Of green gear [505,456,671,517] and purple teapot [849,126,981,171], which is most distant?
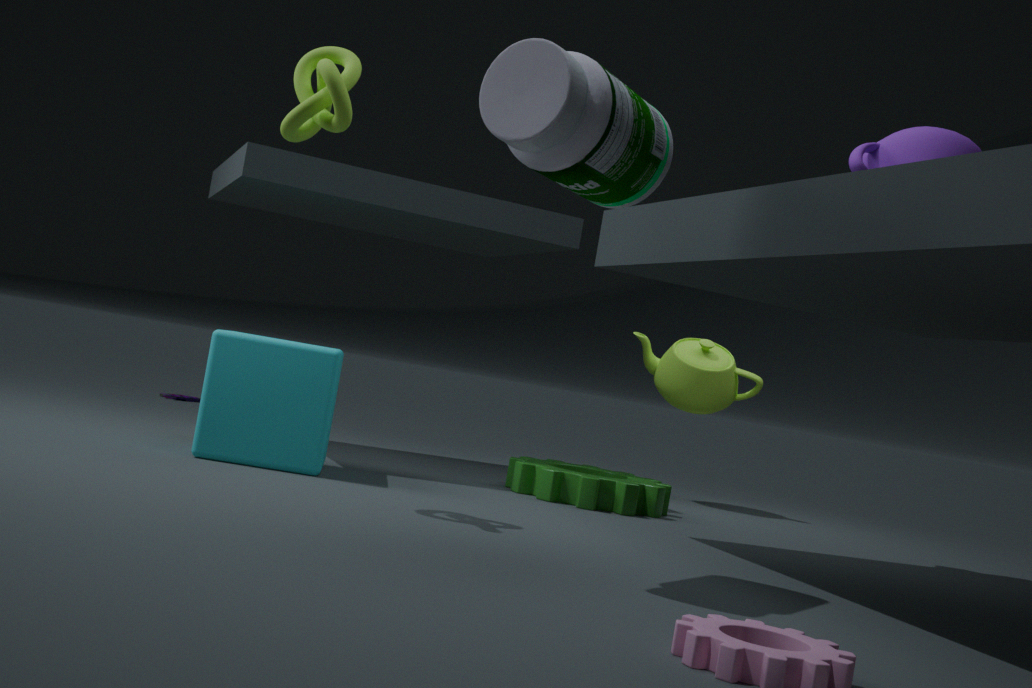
green gear [505,456,671,517]
